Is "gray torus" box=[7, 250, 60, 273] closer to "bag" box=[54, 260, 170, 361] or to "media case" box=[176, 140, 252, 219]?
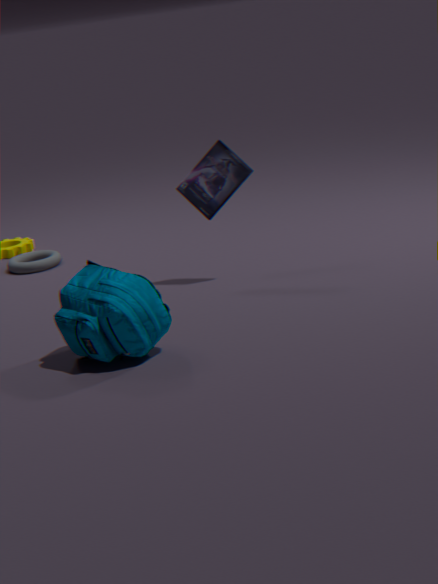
"media case" box=[176, 140, 252, 219]
